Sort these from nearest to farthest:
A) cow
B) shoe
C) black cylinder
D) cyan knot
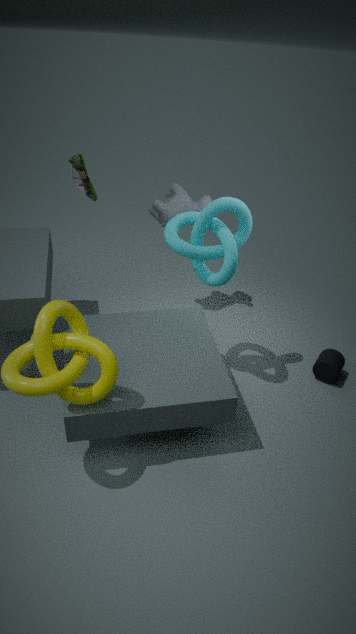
cyan knot, shoe, black cylinder, cow
